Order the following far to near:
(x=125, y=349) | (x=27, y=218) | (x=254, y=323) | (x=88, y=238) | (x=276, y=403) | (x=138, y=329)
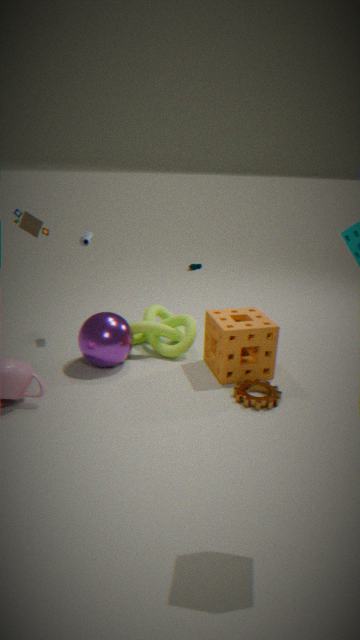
(x=88, y=238) → (x=138, y=329) → (x=125, y=349) → (x=254, y=323) → (x=27, y=218) → (x=276, y=403)
